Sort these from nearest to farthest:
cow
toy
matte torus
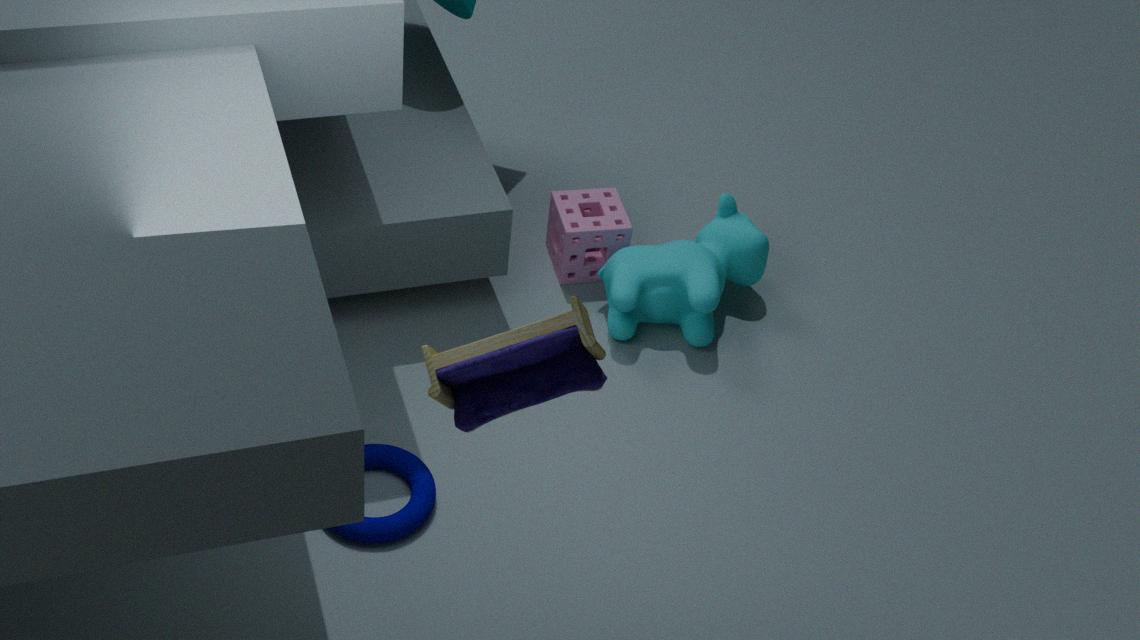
toy, matte torus, cow
